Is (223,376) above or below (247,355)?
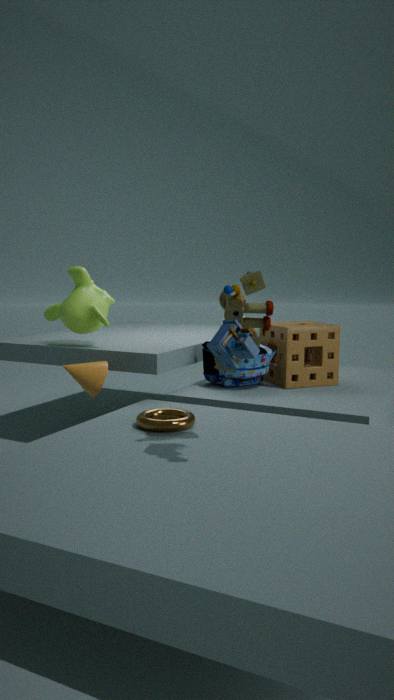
below
